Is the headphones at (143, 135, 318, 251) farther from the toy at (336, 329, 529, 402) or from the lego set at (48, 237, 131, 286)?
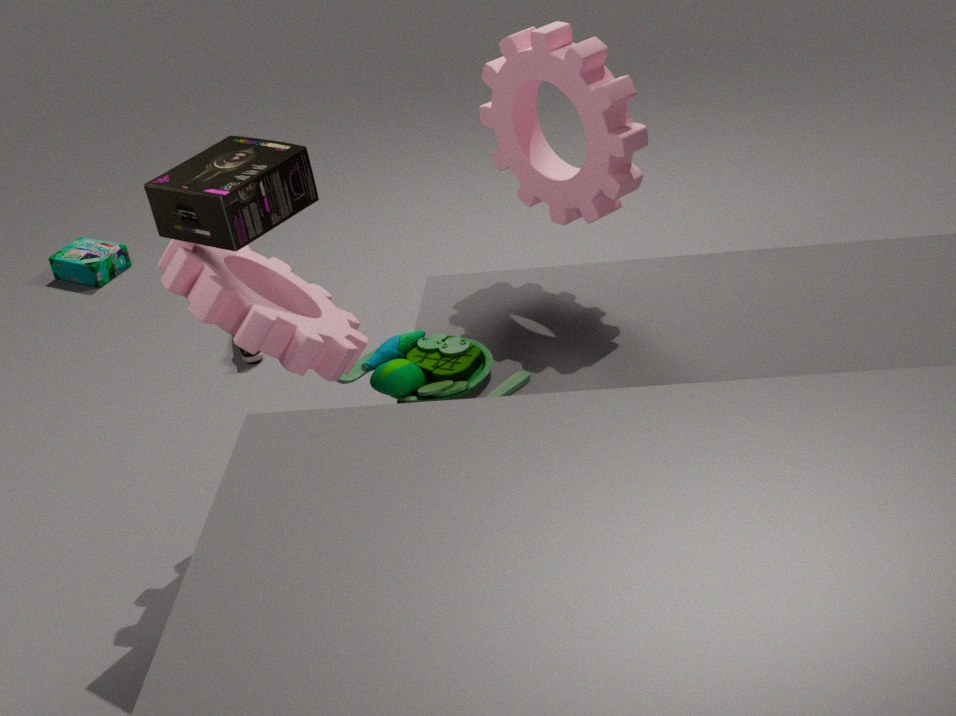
the lego set at (48, 237, 131, 286)
